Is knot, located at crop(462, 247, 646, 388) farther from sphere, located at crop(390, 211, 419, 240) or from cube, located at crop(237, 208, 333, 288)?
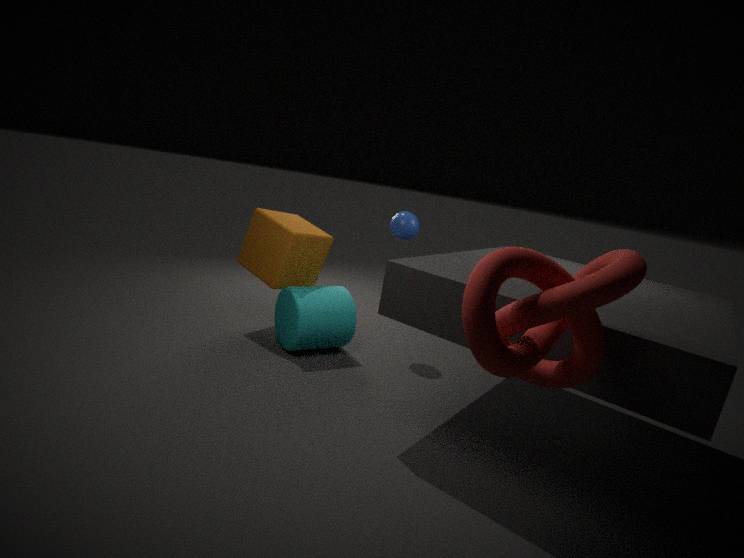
cube, located at crop(237, 208, 333, 288)
